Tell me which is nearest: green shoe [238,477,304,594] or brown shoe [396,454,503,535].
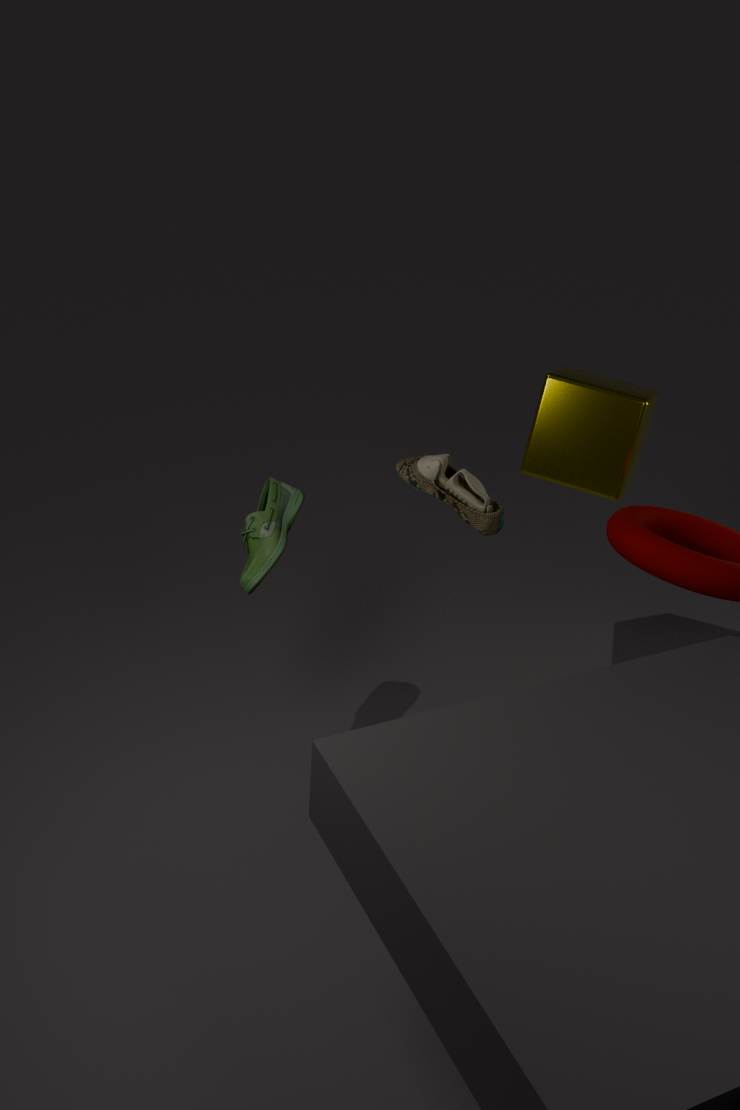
brown shoe [396,454,503,535]
